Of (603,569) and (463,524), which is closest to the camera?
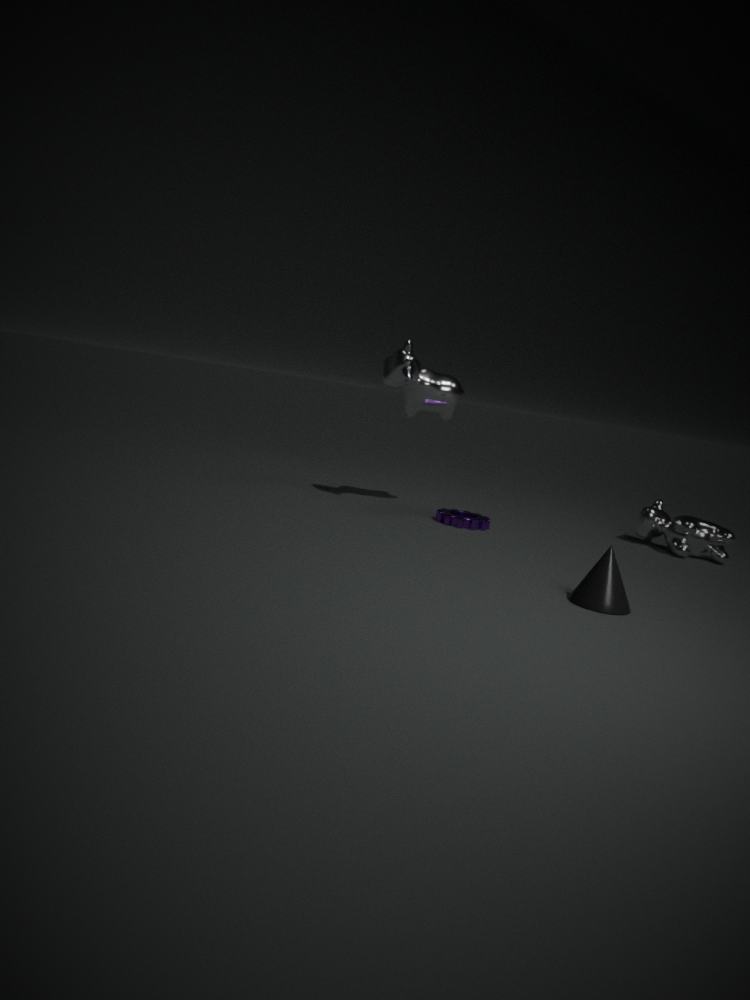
(603,569)
